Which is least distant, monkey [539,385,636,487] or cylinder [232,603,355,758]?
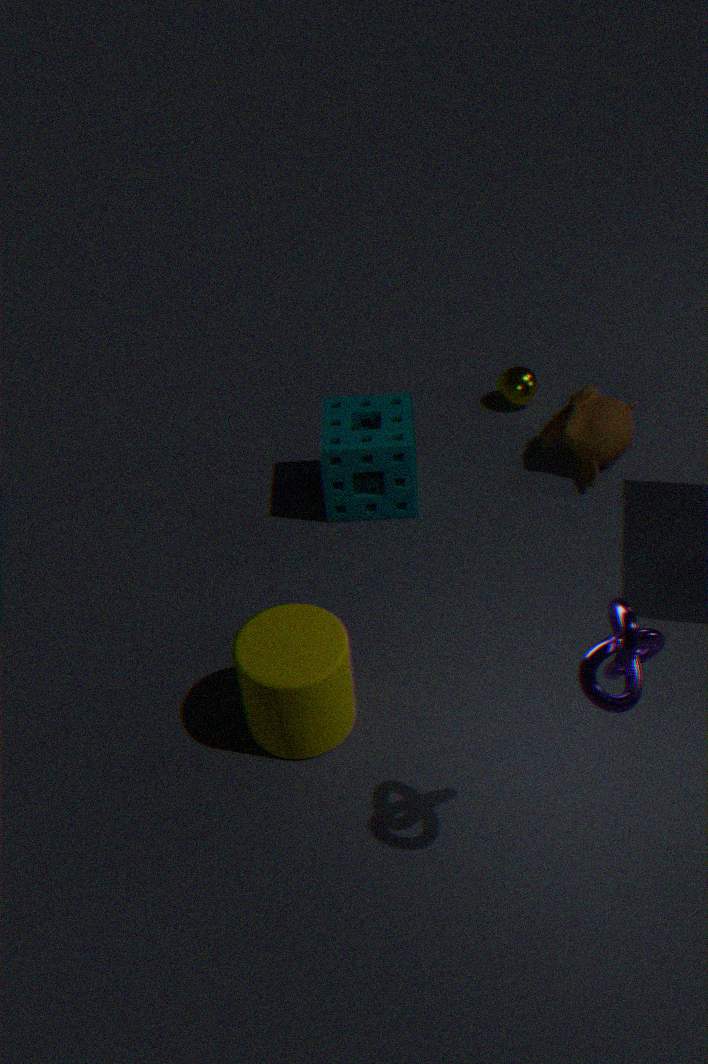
cylinder [232,603,355,758]
